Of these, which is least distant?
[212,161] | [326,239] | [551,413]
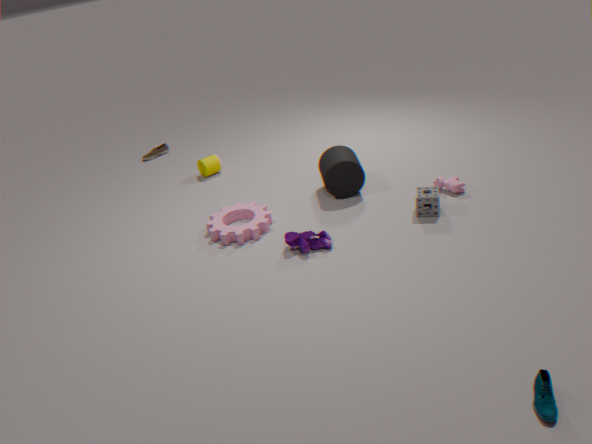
[551,413]
